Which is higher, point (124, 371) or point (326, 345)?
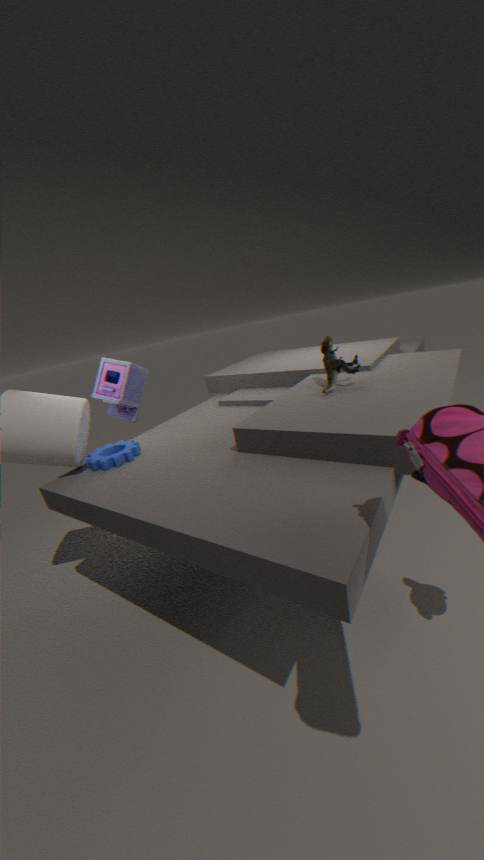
point (124, 371)
